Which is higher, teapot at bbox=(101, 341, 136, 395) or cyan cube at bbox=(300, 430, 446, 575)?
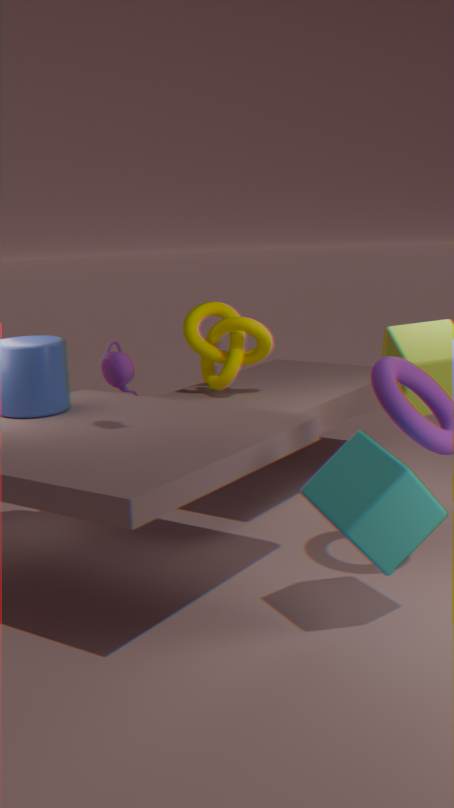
teapot at bbox=(101, 341, 136, 395)
